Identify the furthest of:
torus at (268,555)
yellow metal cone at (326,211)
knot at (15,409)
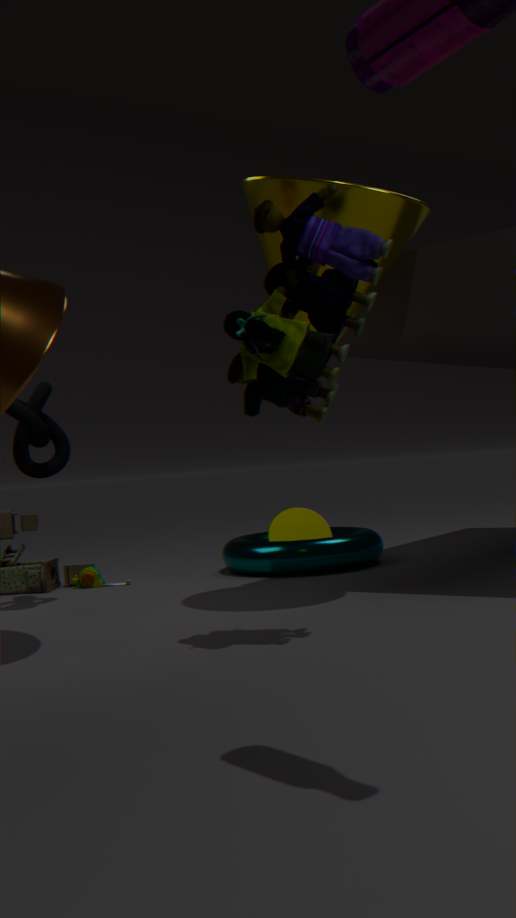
torus at (268,555)
